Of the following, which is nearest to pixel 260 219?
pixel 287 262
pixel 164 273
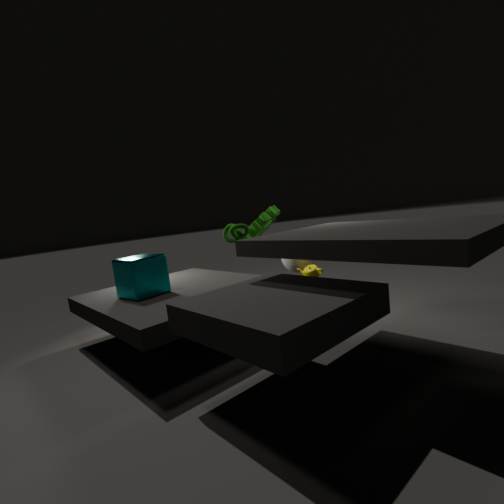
pixel 287 262
